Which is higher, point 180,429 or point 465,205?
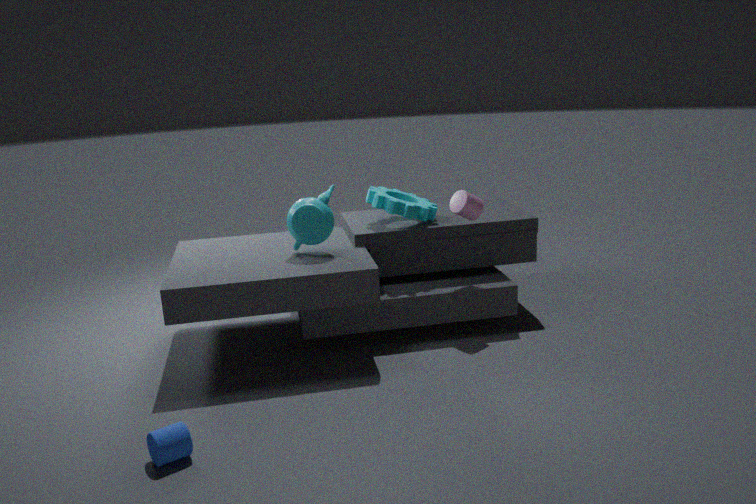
point 465,205
